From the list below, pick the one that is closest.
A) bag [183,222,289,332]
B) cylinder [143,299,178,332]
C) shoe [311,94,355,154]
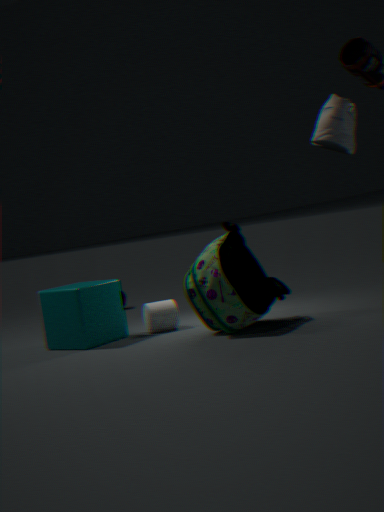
shoe [311,94,355,154]
